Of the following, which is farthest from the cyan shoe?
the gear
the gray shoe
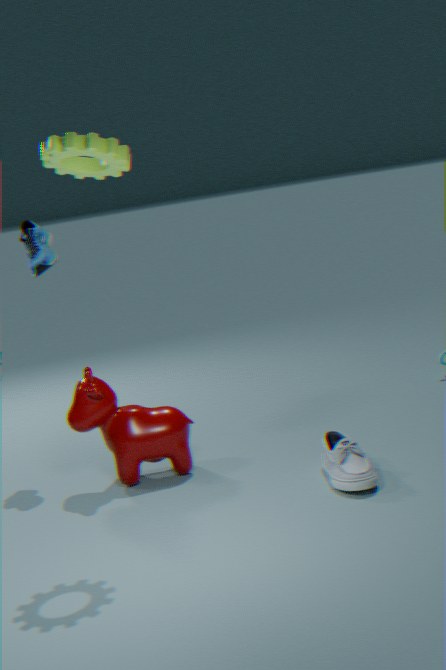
the gray shoe
